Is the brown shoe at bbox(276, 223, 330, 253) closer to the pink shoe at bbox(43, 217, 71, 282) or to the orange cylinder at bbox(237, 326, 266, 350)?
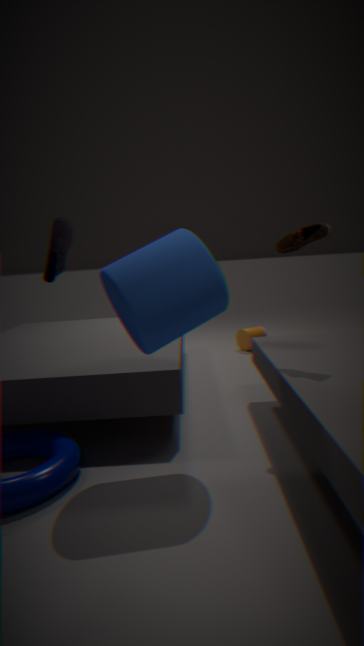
the pink shoe at bbox(43, 217, 71, 282)
